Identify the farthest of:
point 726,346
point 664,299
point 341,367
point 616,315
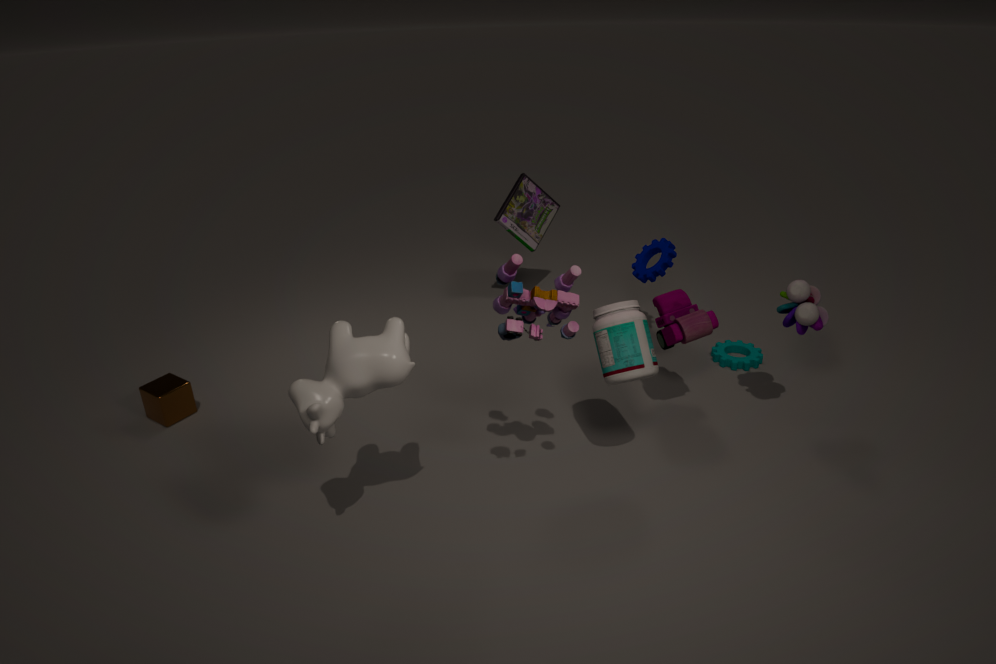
point 726,346
